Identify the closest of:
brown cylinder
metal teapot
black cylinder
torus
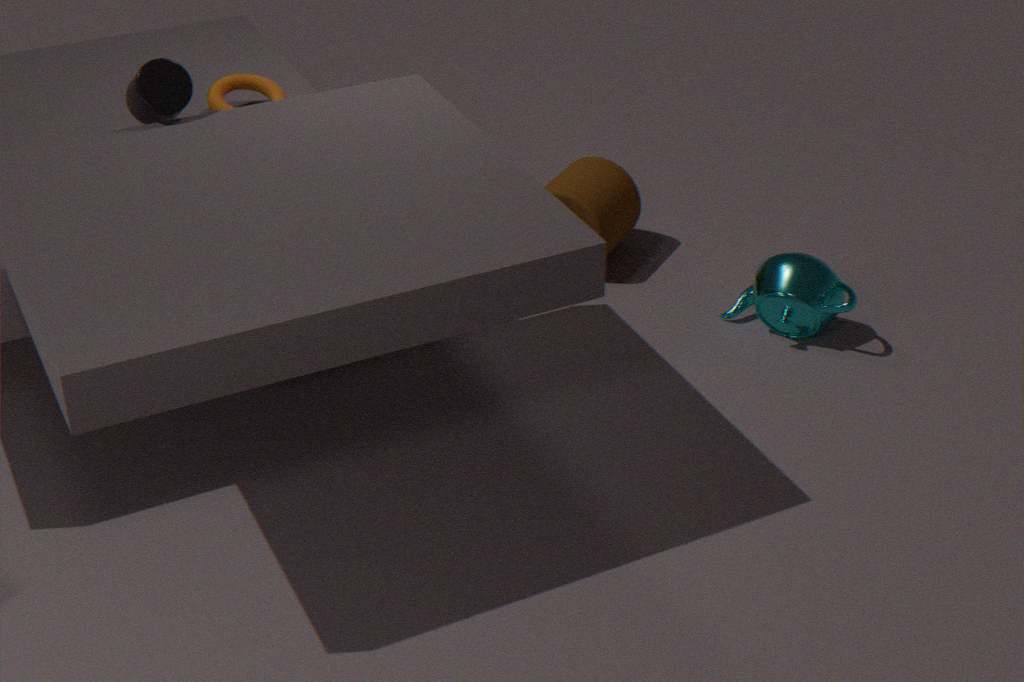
black cylinder
